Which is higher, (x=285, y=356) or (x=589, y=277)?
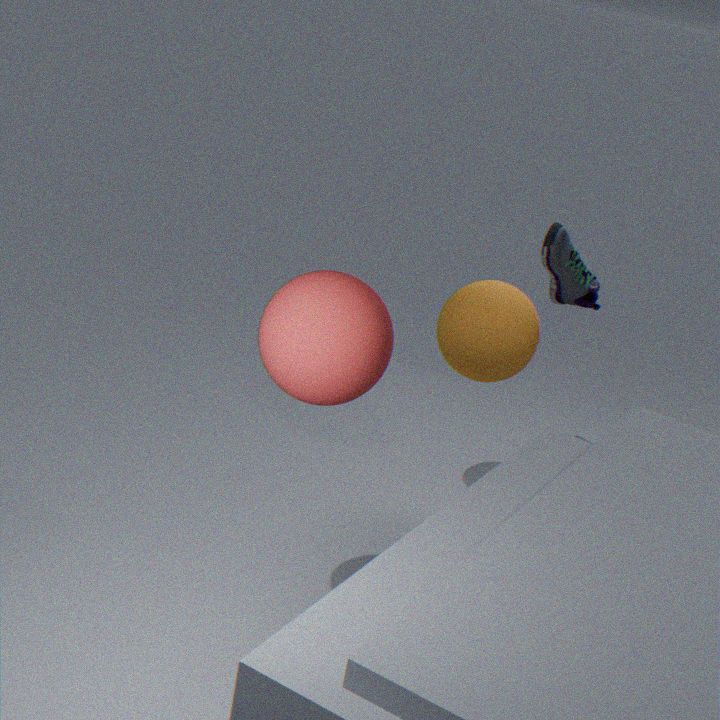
(x=285, y=356)
